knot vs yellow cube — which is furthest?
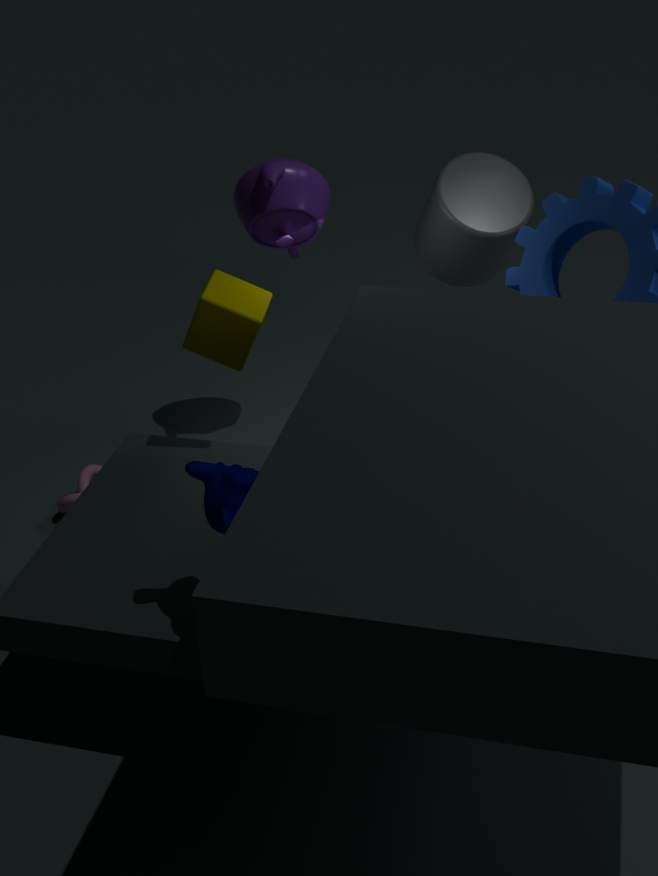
knot
